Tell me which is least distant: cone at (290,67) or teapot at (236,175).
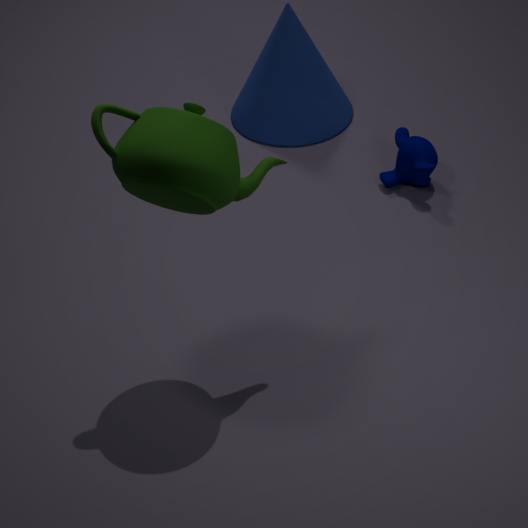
teapot at (236,175)
